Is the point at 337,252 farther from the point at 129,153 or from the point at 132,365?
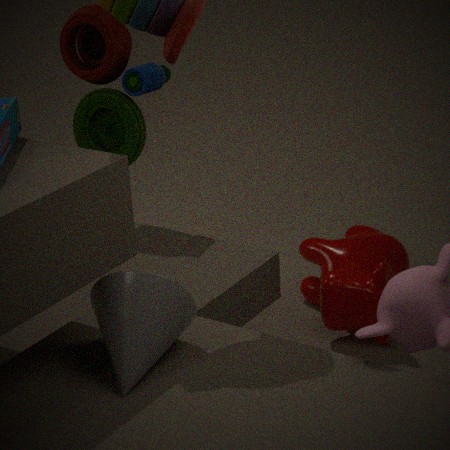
the point at 132,365
